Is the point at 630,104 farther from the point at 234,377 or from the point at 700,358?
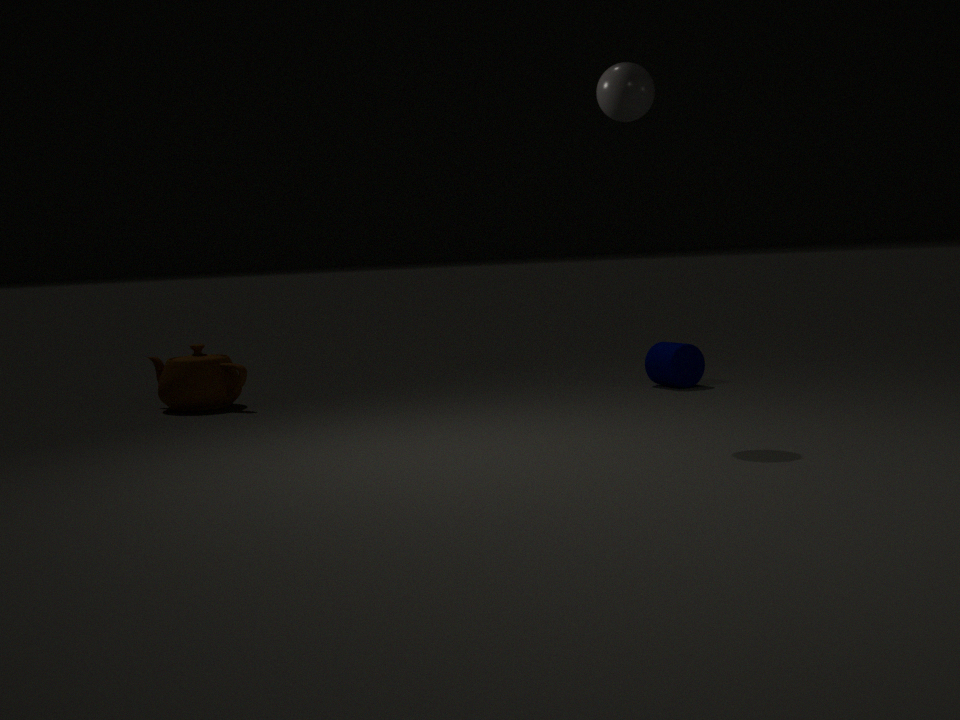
the point at 234,377
